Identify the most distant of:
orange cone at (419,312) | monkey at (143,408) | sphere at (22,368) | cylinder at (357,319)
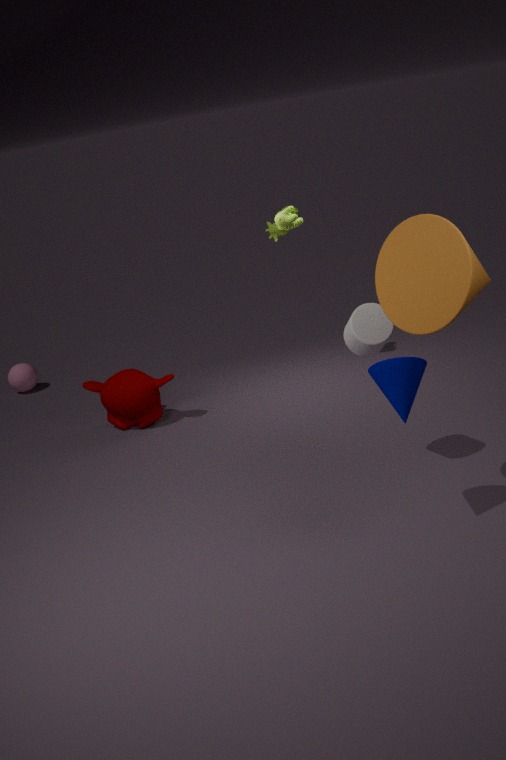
sphere at (22,368)
